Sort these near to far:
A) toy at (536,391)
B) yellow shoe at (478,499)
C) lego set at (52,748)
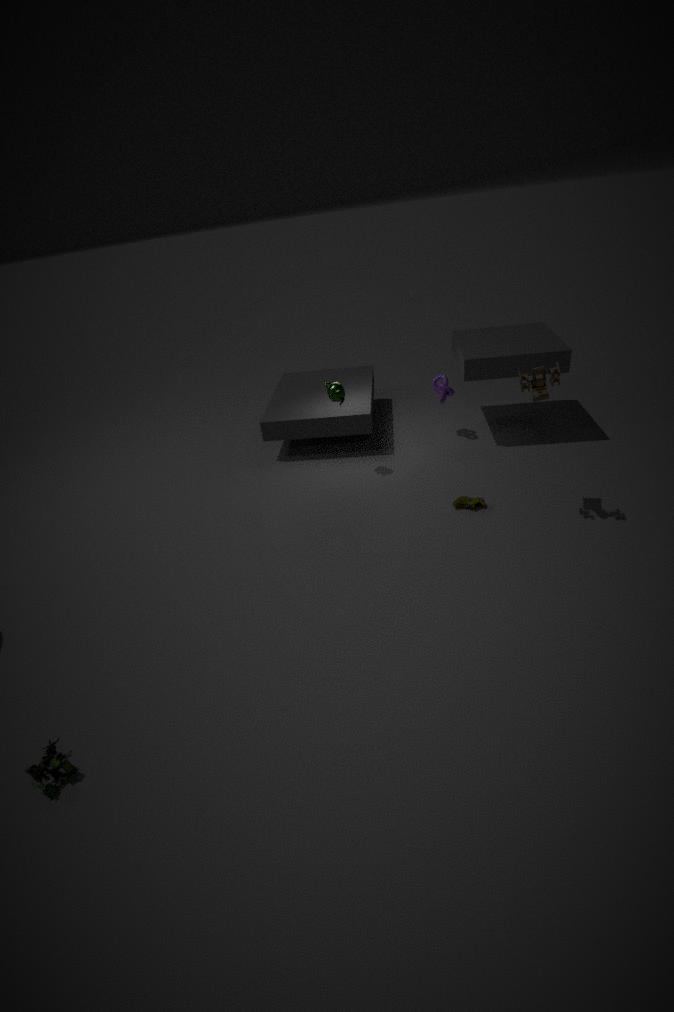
1. lego set at (52,748)
2. toy at (536,391)
3. yellow shoe at (478,499)
